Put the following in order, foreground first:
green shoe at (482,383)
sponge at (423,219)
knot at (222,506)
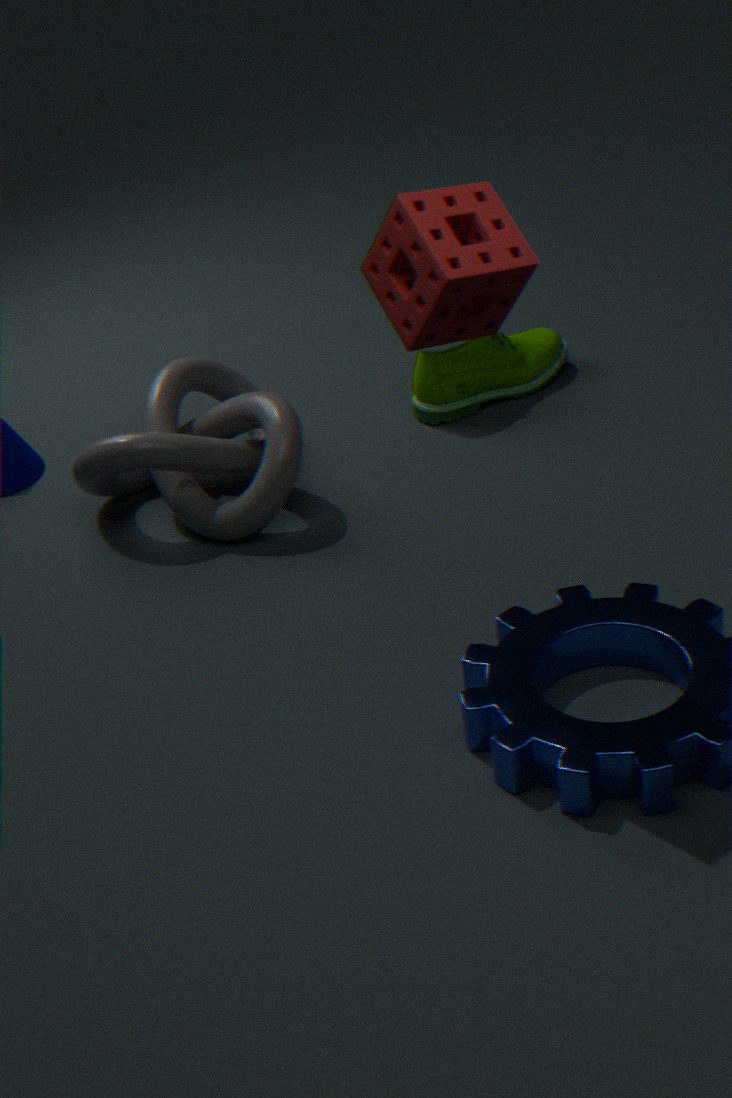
sponge at (423,219) → knot at (222,506) → green shoe at (482,383)
